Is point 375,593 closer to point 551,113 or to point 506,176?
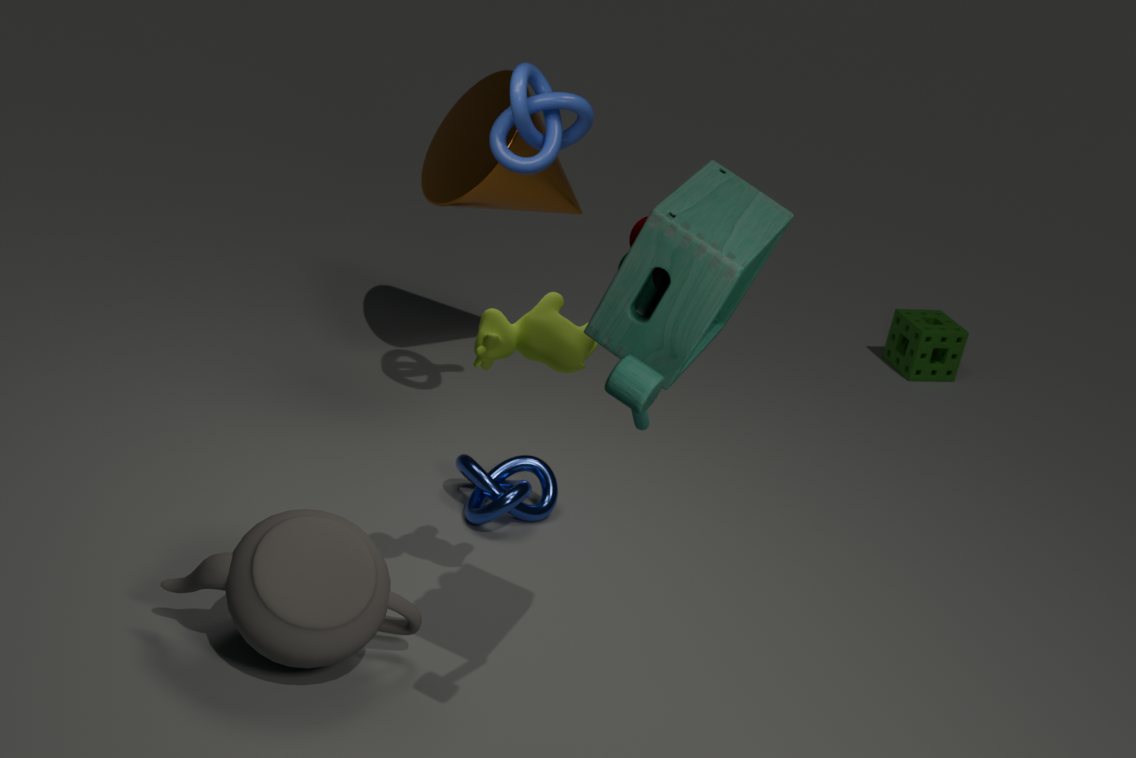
point 551,113
